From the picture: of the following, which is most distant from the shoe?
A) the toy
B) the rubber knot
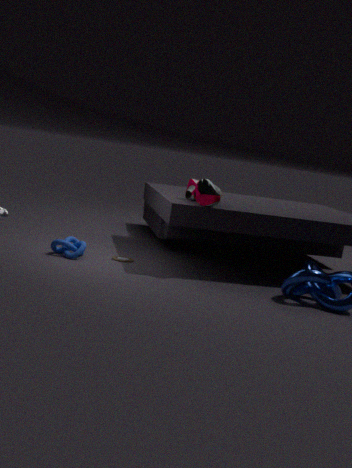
the rubber knot
